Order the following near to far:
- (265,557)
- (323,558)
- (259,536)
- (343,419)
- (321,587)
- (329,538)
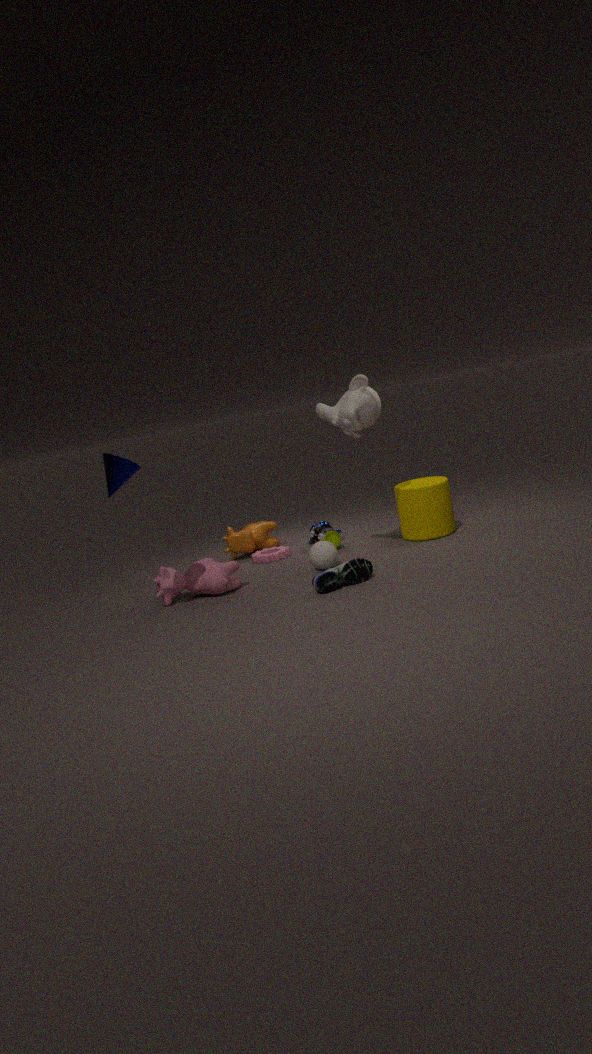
(321,587)
(343,419)
(323,558)
(329,538)
(265,557)
(259,536)
